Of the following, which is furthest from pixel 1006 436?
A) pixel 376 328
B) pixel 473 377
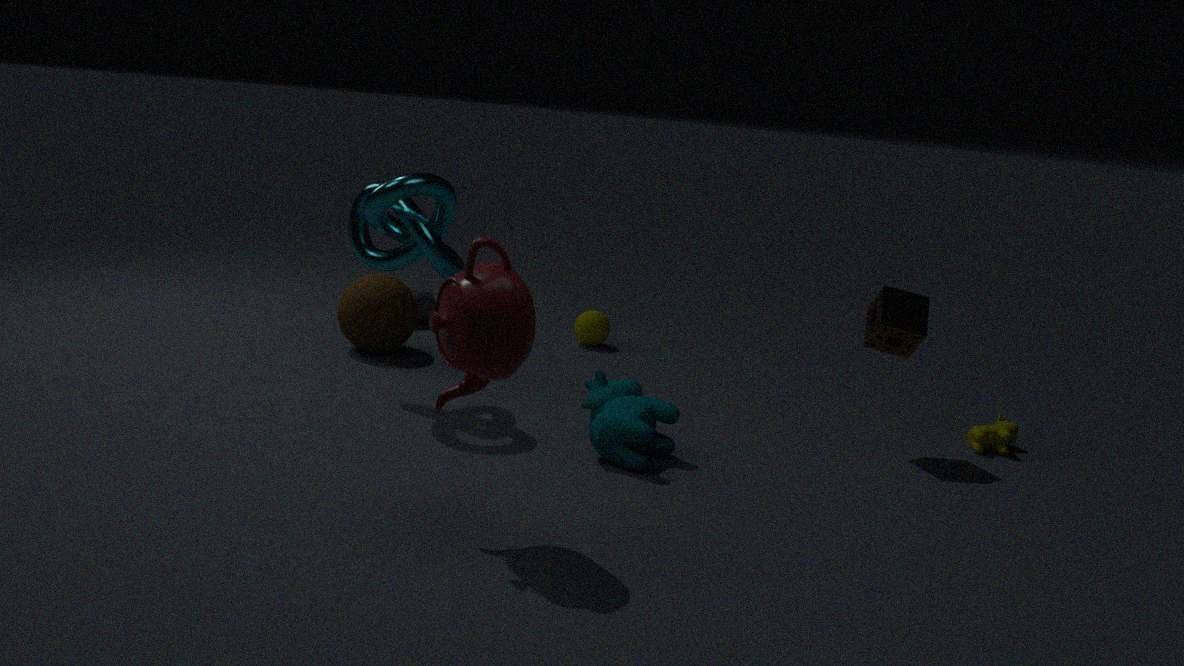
pixel 376 328
